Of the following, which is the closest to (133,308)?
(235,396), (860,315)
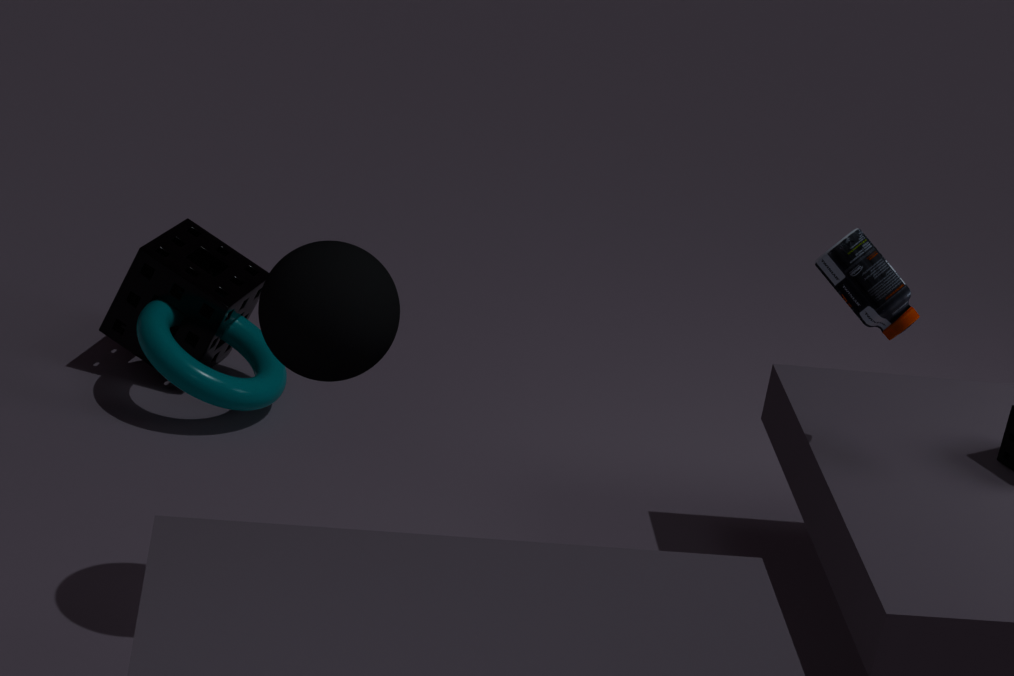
(235,396)
